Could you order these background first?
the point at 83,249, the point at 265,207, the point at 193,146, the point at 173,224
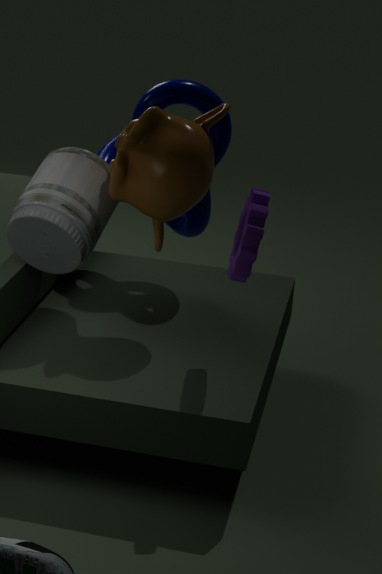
the point at 173,224, the point at 83,249, the point at 193,146, the point at 265,207
